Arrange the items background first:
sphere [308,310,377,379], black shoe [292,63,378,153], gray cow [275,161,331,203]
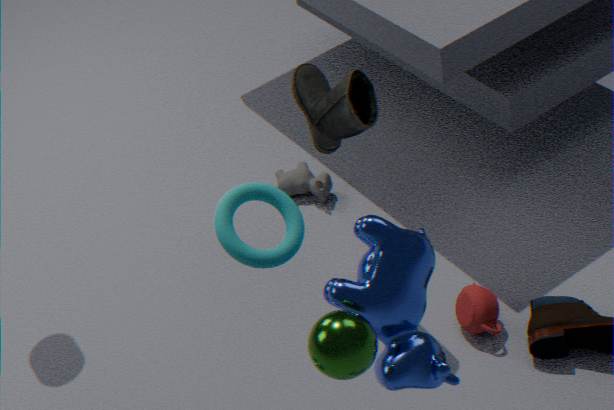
gray cow [275,161,331,203] < black shoe [292,63,378,153] < sphere [308,310,377,379]
